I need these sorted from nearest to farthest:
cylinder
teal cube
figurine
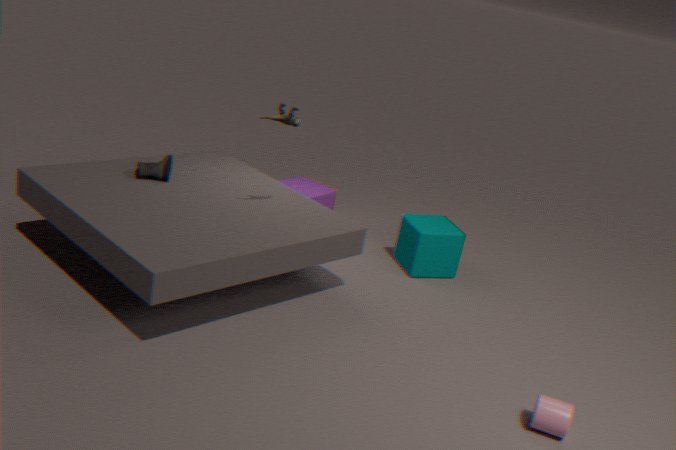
cylinder
figurine
teal cube
